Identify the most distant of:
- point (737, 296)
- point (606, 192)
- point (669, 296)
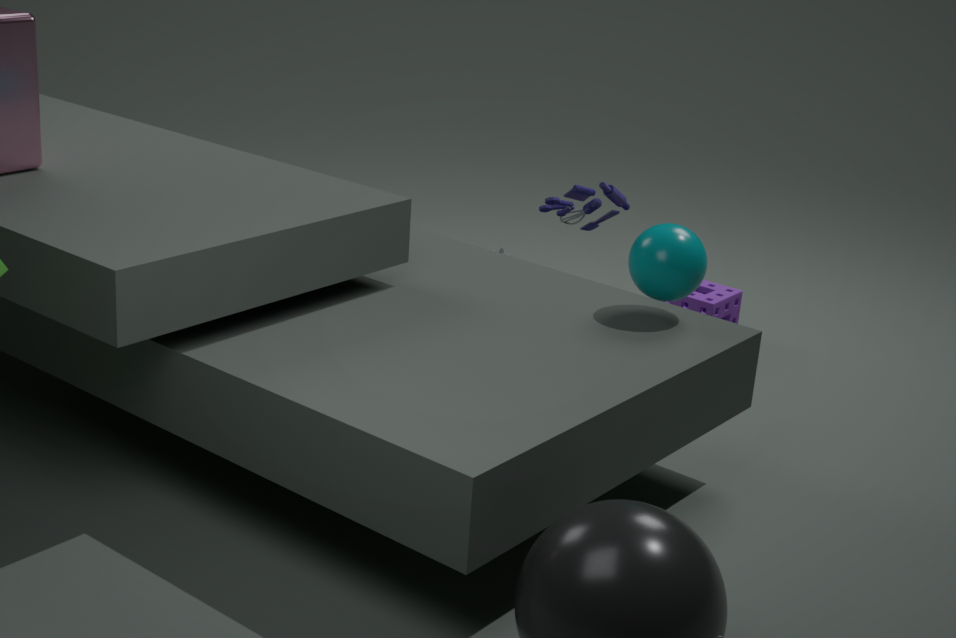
point (737, 296)
